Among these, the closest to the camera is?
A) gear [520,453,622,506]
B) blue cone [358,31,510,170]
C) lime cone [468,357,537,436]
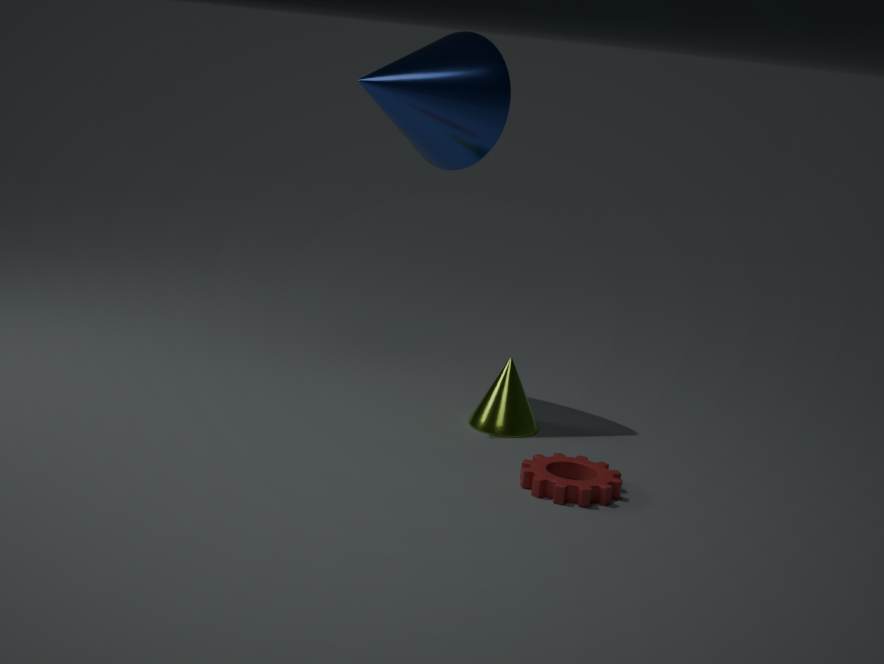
A. gear [520,453,622,506]
